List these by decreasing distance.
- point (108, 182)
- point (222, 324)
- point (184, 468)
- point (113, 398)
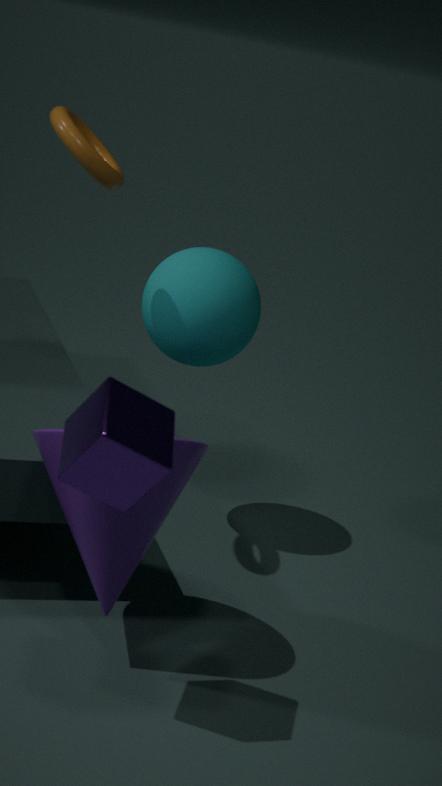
point (222, 324) → point (108, 182) → point (184, 468) → point (113, 398)
